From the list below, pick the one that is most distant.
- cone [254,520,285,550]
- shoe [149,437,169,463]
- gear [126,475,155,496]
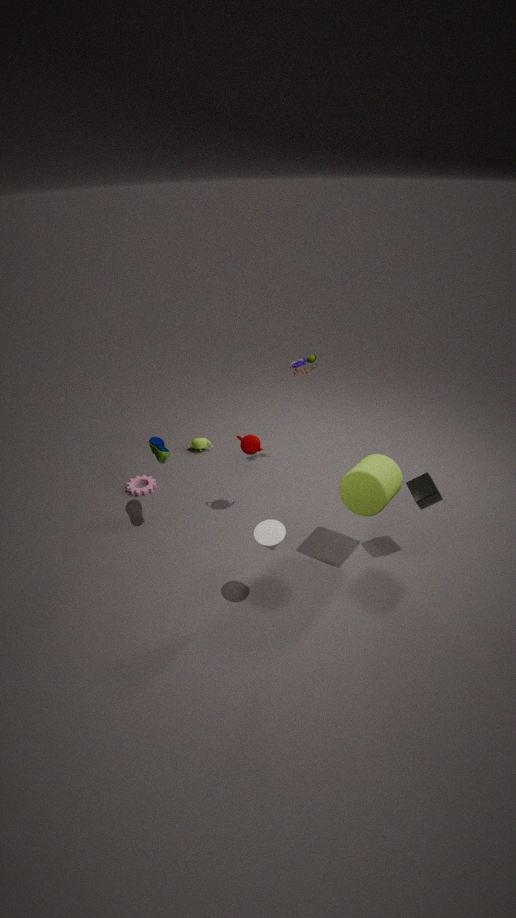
gear [126,475,155,496]
